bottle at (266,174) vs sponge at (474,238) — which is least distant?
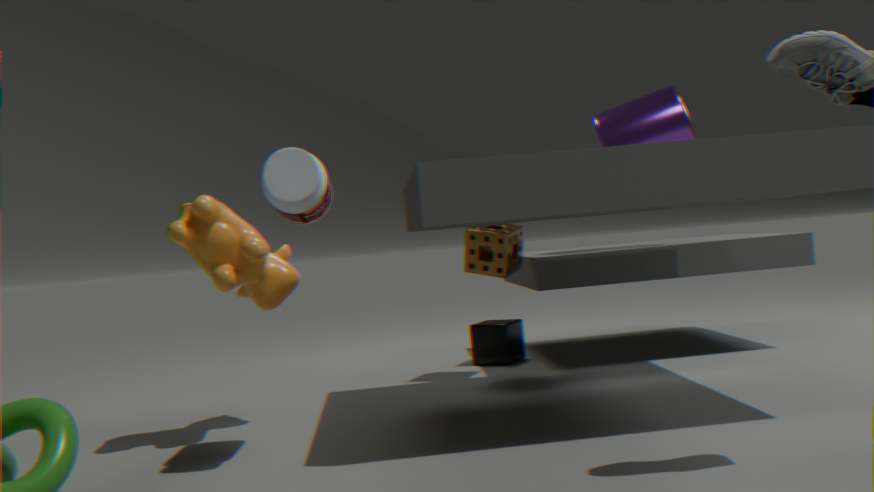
bottle at (266,174)
